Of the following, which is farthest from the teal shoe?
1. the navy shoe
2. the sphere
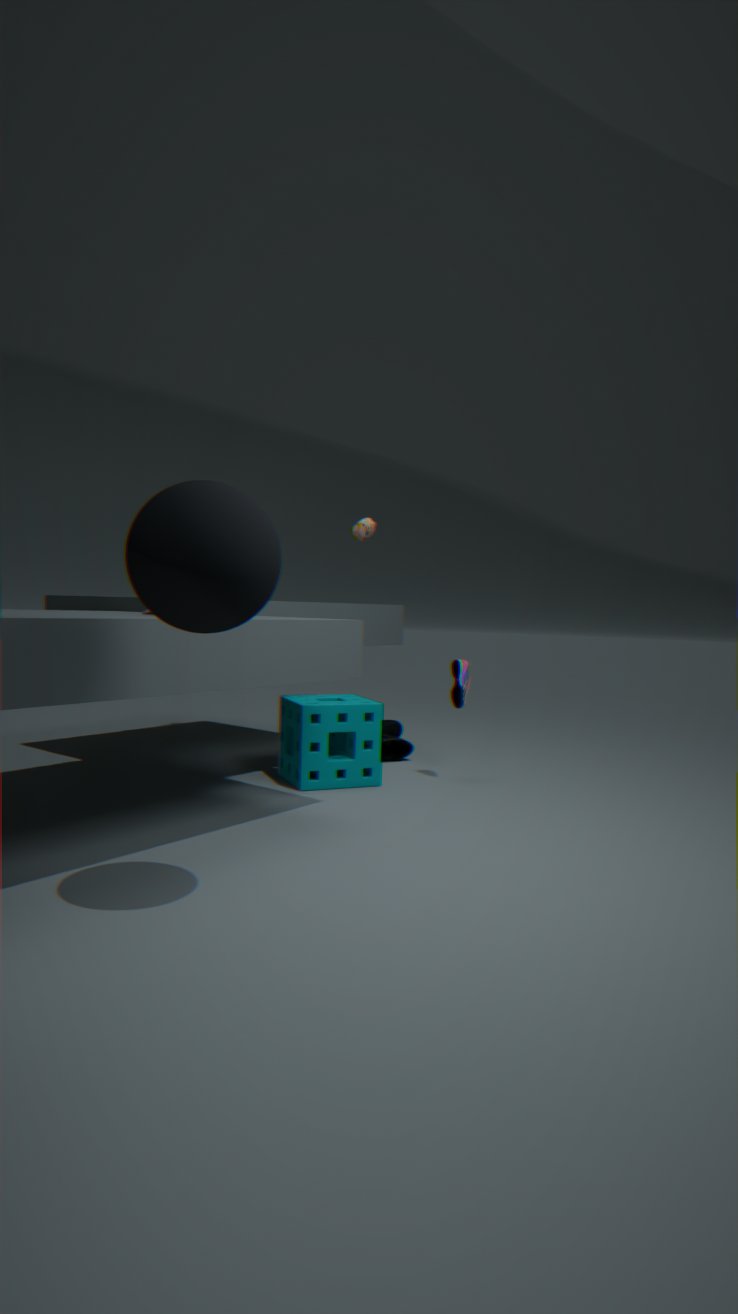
the sphere
